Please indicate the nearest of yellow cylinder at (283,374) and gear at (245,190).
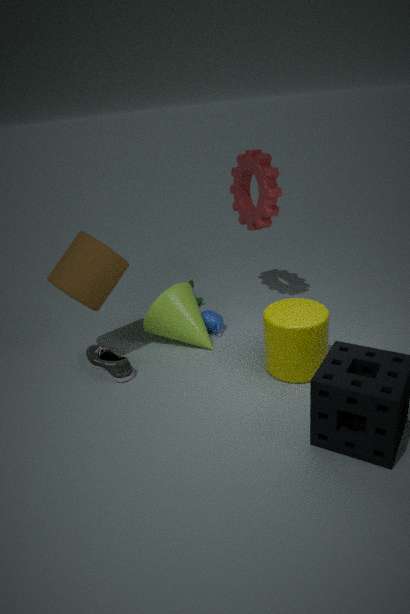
yellow cylinder at (283,374)
